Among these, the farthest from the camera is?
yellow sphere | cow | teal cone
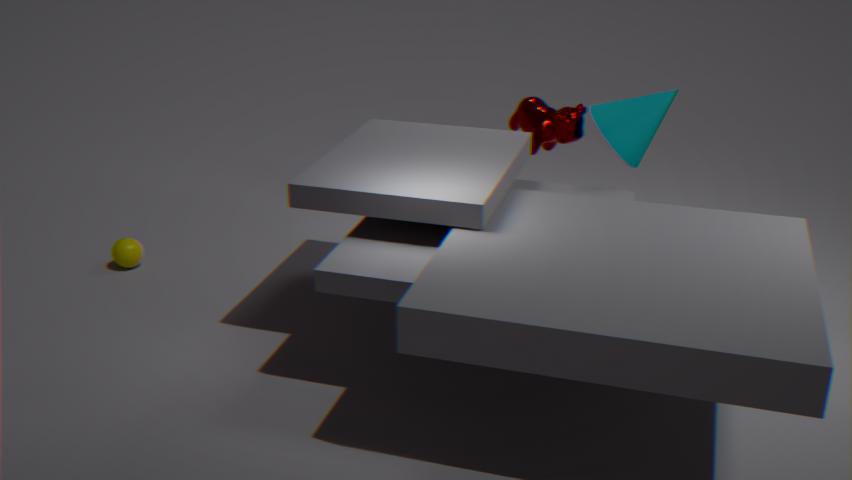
yellow sphere
